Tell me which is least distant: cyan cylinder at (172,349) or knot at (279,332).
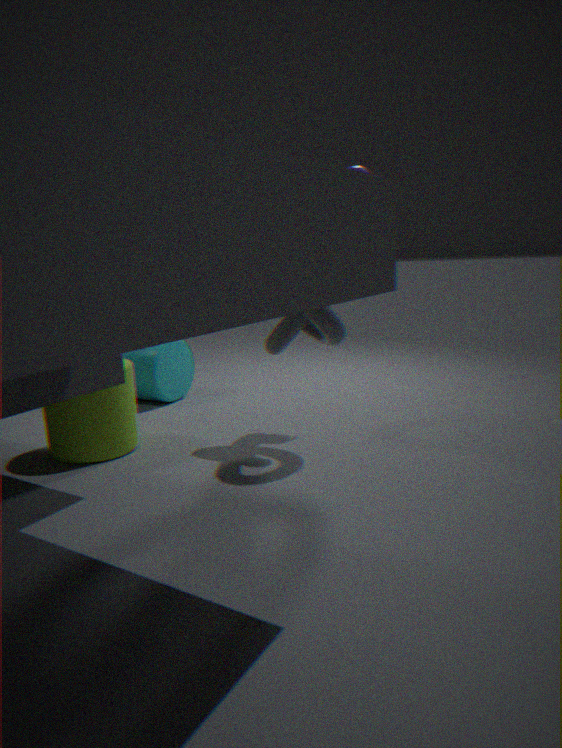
knot at (279,332)
